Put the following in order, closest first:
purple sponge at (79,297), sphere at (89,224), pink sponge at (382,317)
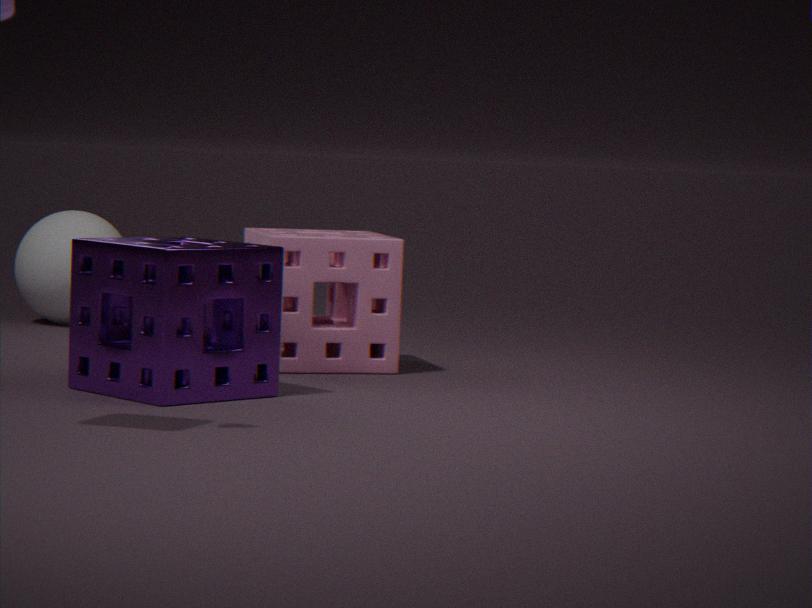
purple sponge at (79,297)
pink sponge at (382,317)
sphere at (89,224)
